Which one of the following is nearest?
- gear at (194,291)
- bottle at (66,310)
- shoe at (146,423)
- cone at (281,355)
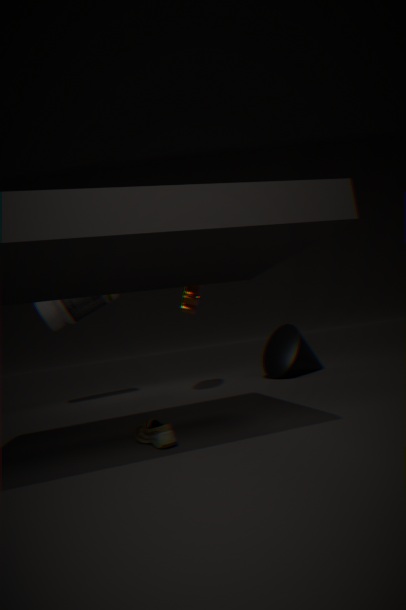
shoe at (146,423)
